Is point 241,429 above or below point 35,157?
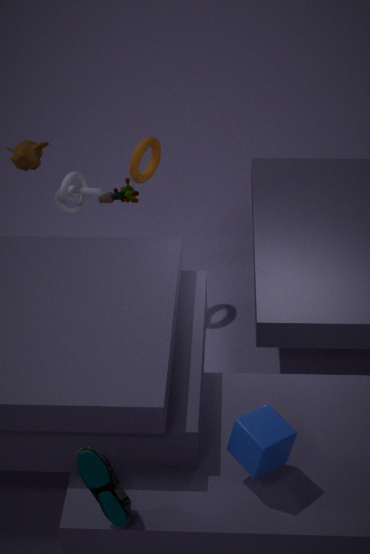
below
